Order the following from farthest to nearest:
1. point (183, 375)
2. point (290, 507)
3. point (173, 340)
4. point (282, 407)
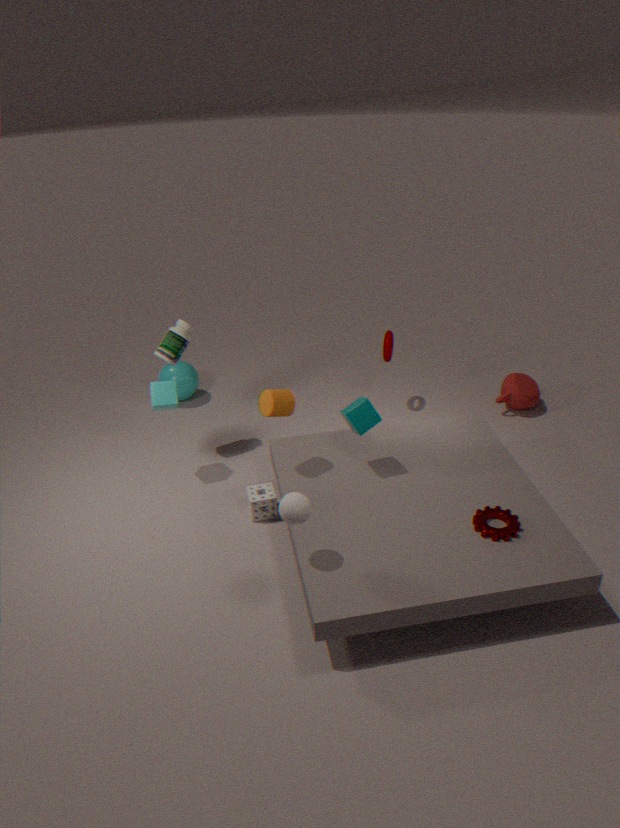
point (183, 375), point (173, 340), point (282, 407), point (290, 507)
